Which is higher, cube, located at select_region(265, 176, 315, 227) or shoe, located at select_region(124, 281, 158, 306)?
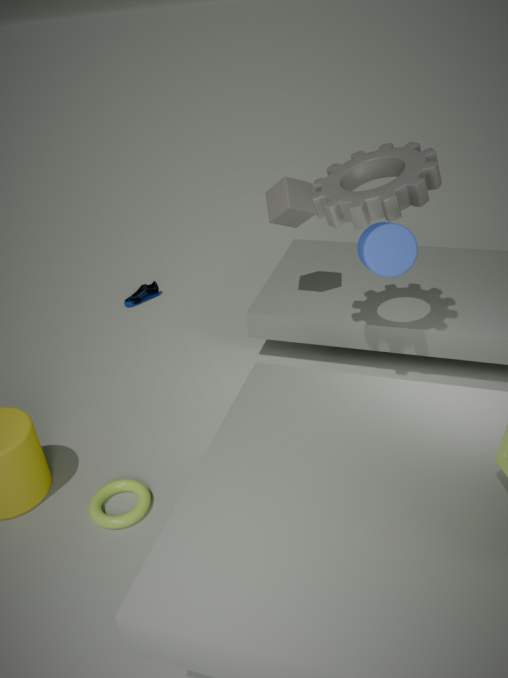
cube, located at select_region(265, 176, 315, 227)
